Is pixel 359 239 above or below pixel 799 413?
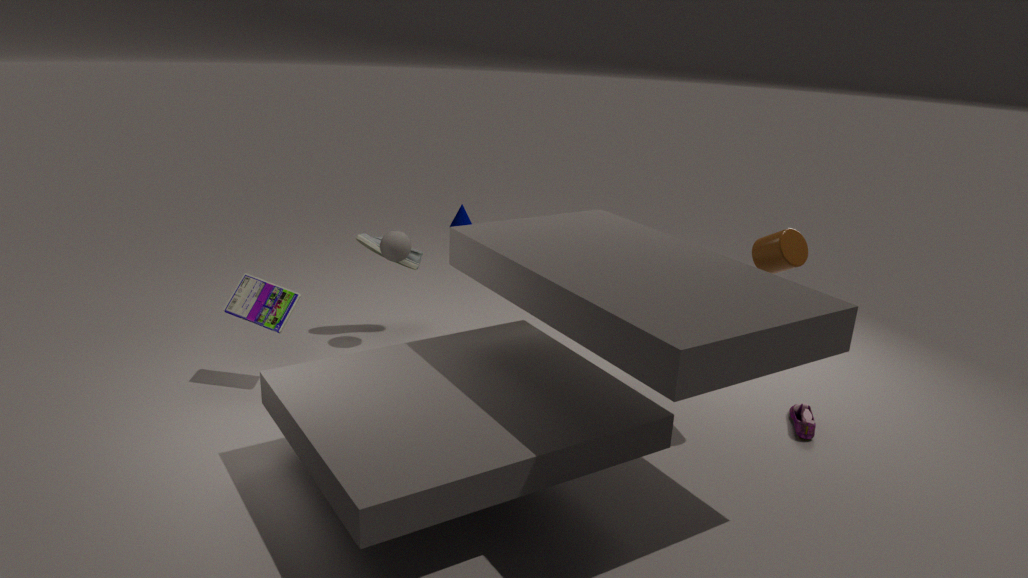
above
